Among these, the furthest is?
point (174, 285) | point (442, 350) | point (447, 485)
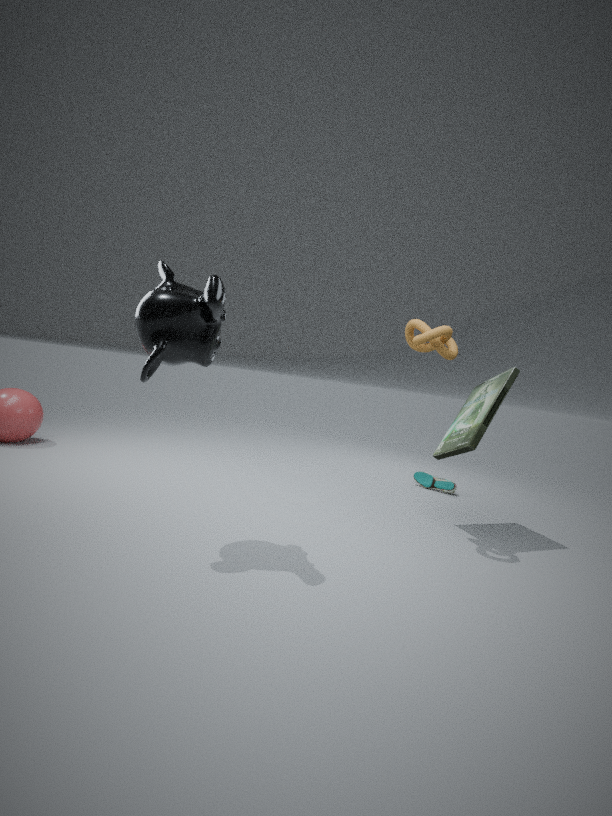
point (447, 485)
